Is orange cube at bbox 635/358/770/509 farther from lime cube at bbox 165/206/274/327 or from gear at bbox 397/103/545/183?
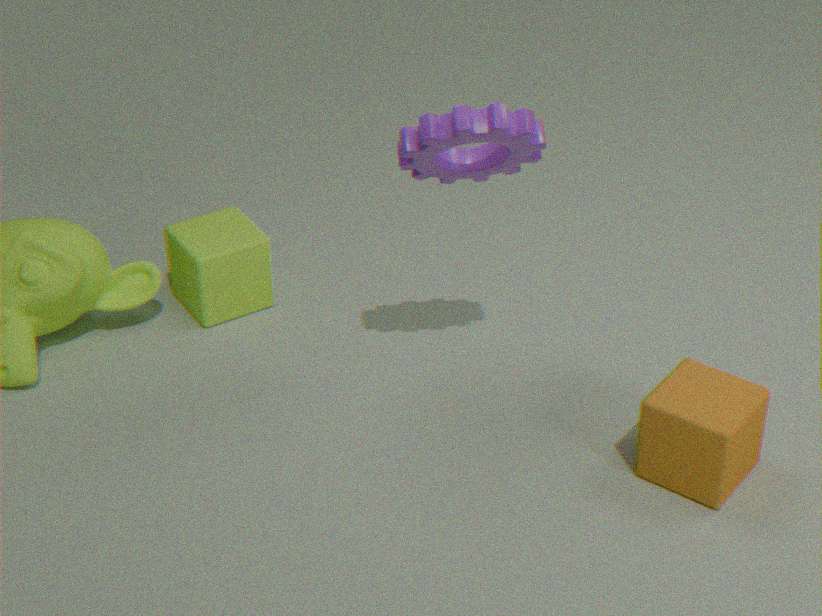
lime cube at bbox 165/206/274/327
